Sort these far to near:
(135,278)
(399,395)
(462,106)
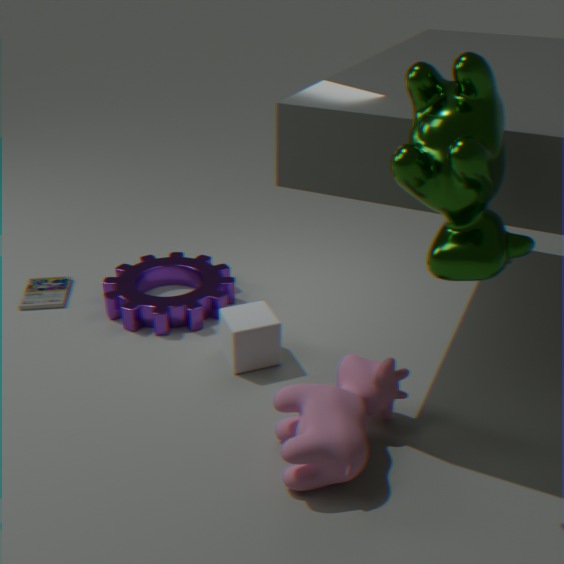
(135,278) < (399,395) < (462,106)
